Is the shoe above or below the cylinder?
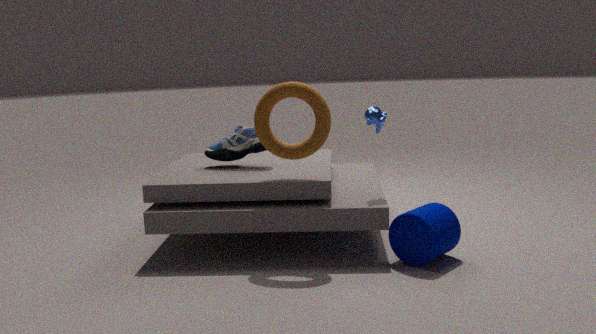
above
